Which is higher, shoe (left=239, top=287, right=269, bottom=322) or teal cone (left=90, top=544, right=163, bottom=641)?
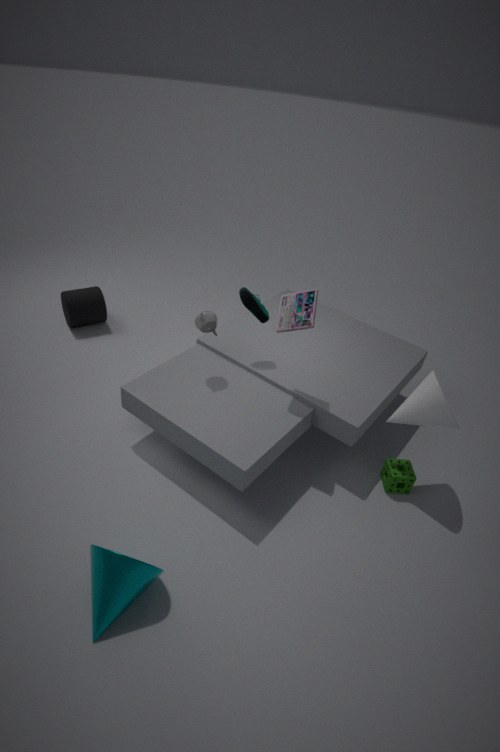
shoe (left=239, top=287, right=269, bottom=322)
